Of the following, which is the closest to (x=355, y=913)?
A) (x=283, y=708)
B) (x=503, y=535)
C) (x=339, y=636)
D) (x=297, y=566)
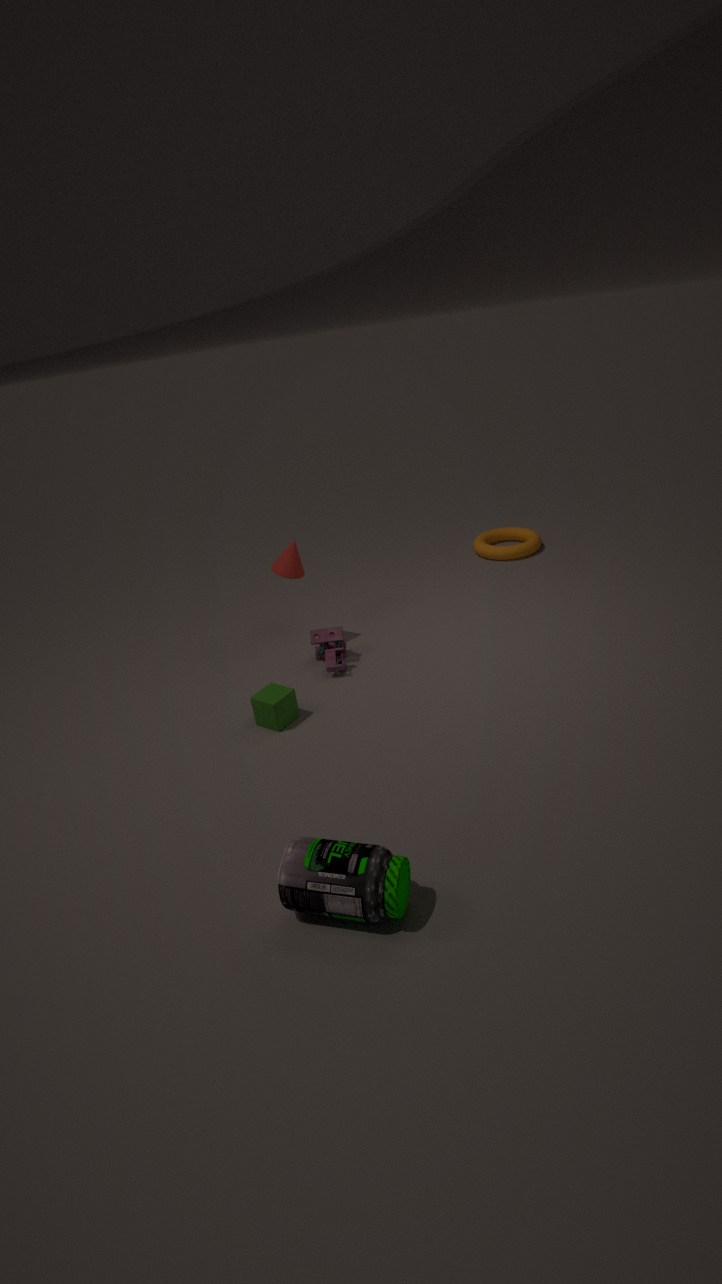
(x=283, y=708)
